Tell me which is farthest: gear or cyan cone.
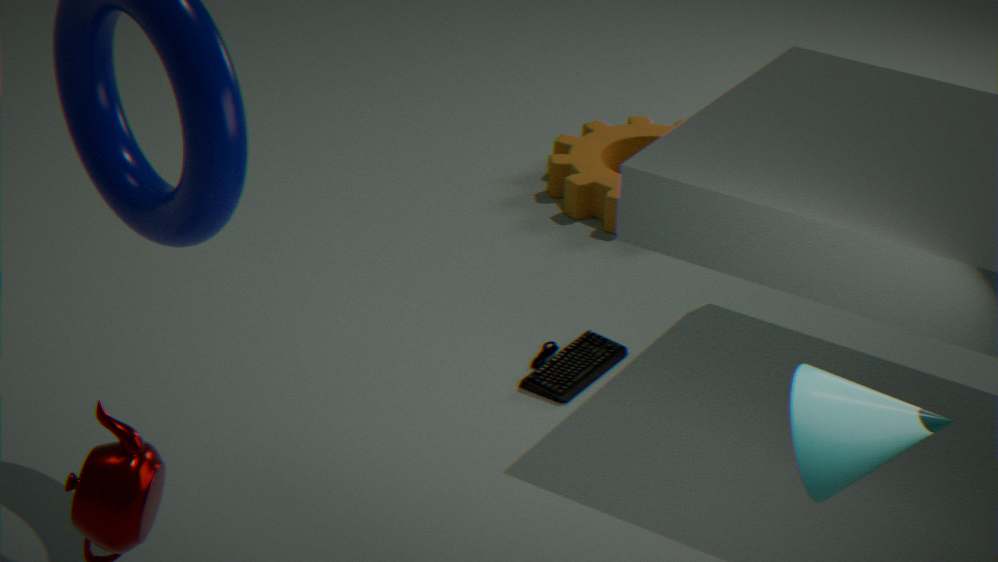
gear
